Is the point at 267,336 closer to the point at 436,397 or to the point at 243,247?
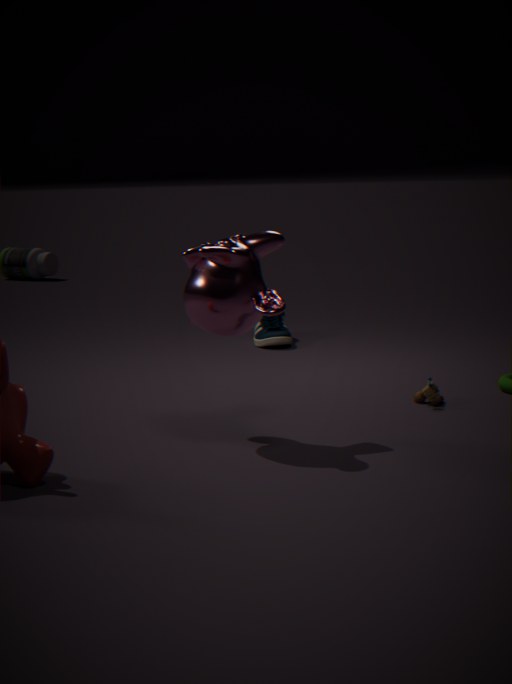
the point at 436,397
